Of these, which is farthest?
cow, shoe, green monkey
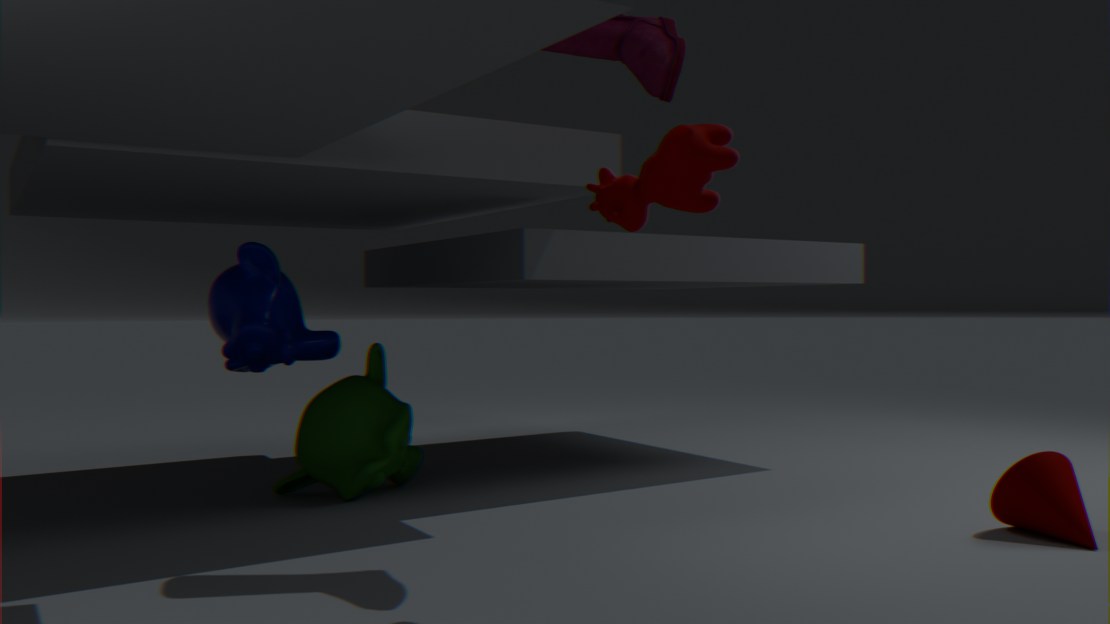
green monkey
